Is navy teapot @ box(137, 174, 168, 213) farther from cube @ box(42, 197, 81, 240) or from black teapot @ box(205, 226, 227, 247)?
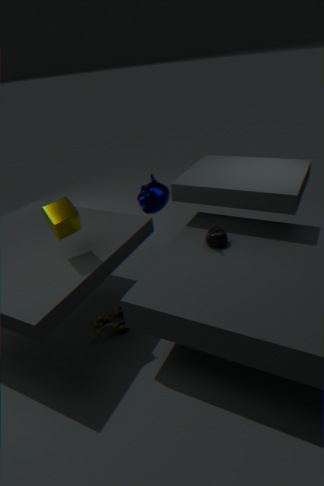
cube @ box(42, 197, 81, 240)
